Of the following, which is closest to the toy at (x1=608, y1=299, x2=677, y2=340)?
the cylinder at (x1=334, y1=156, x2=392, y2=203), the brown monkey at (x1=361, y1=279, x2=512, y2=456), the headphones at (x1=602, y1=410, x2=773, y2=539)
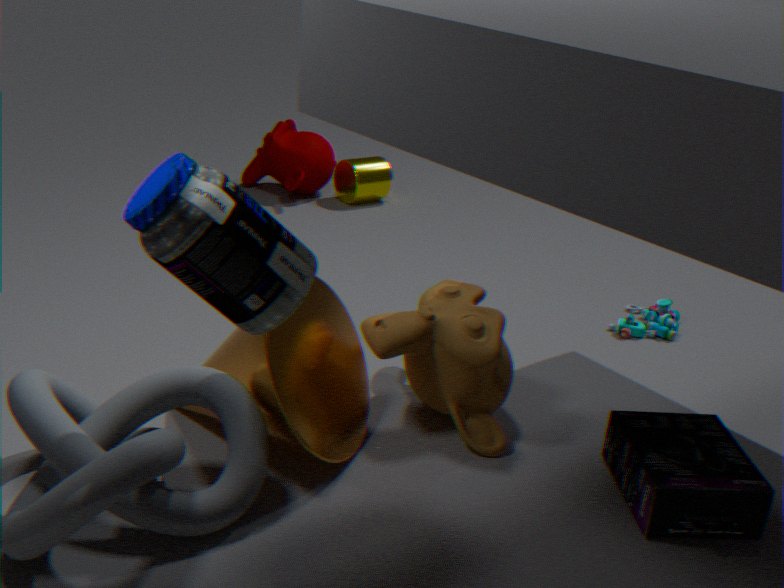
the brown monkey at (x1=361, y1=279, x2=512, y2=456)
